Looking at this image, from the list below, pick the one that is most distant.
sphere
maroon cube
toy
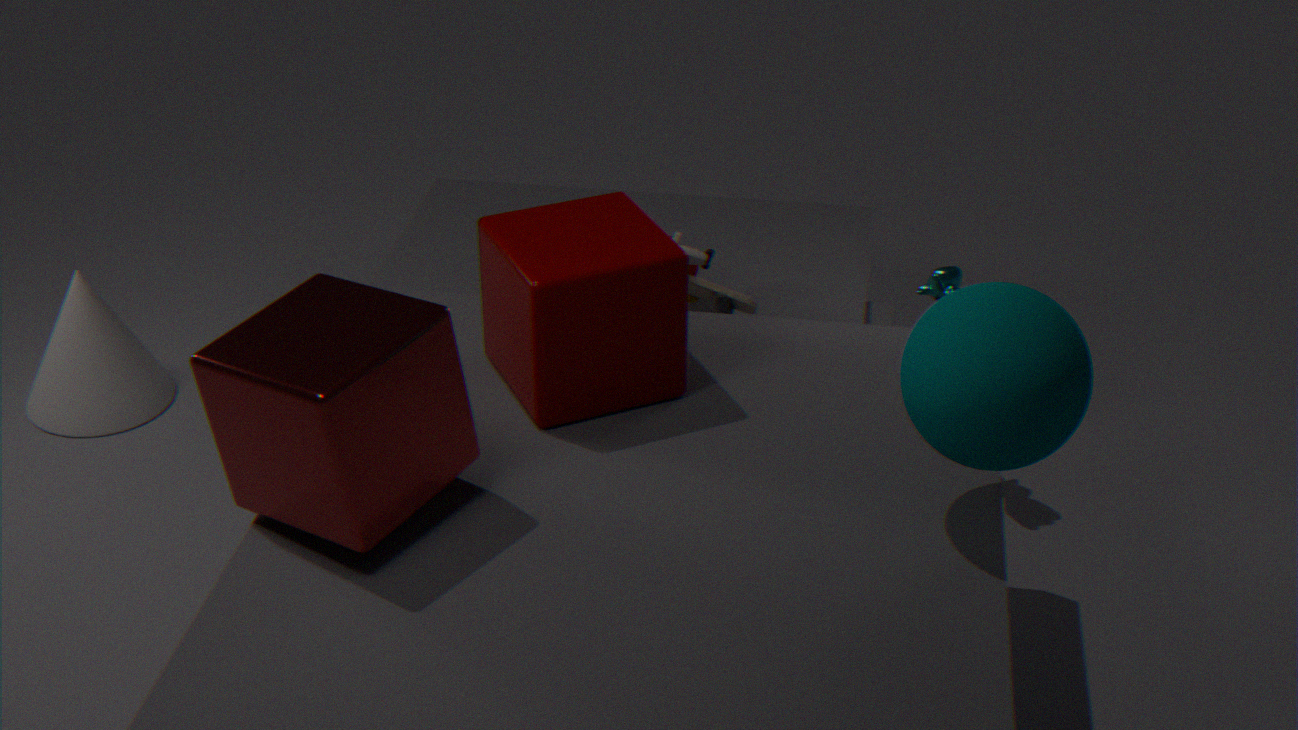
toy
